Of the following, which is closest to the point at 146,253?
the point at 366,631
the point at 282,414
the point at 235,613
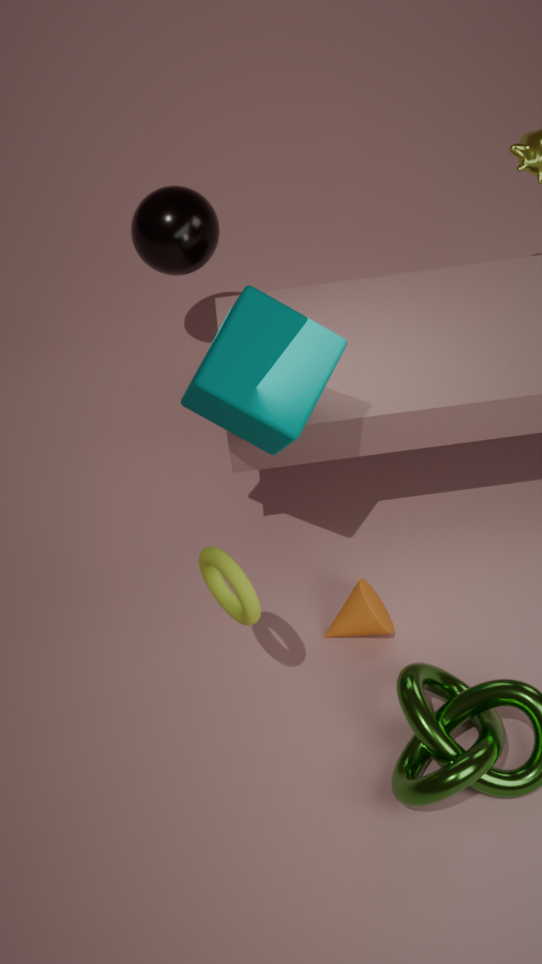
the point at 282,414
